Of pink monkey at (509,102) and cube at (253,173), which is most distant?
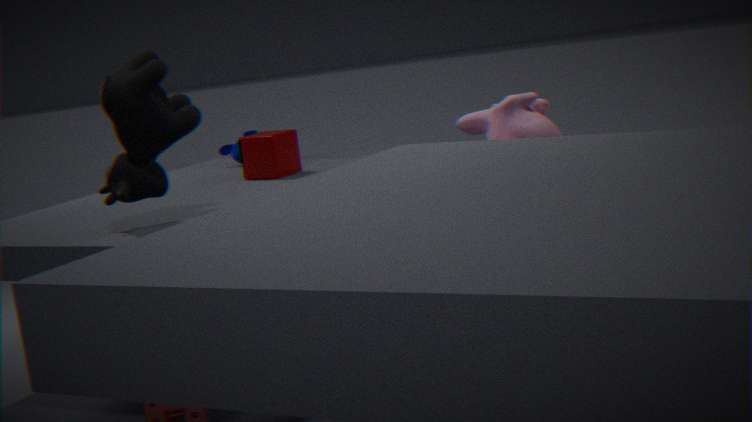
cube at (253,173)
